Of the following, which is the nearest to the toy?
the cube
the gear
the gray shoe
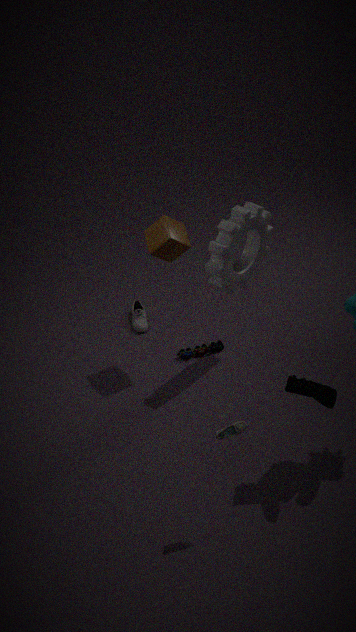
the gray shoe
